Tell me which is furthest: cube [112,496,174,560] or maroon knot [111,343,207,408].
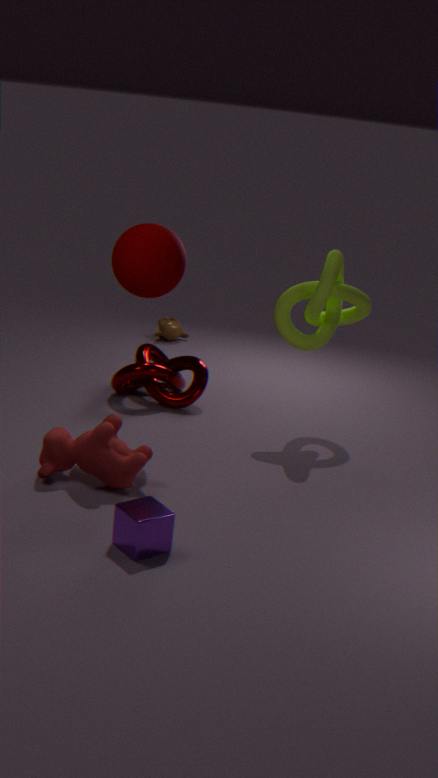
maroon knot [111,343,207,408]
